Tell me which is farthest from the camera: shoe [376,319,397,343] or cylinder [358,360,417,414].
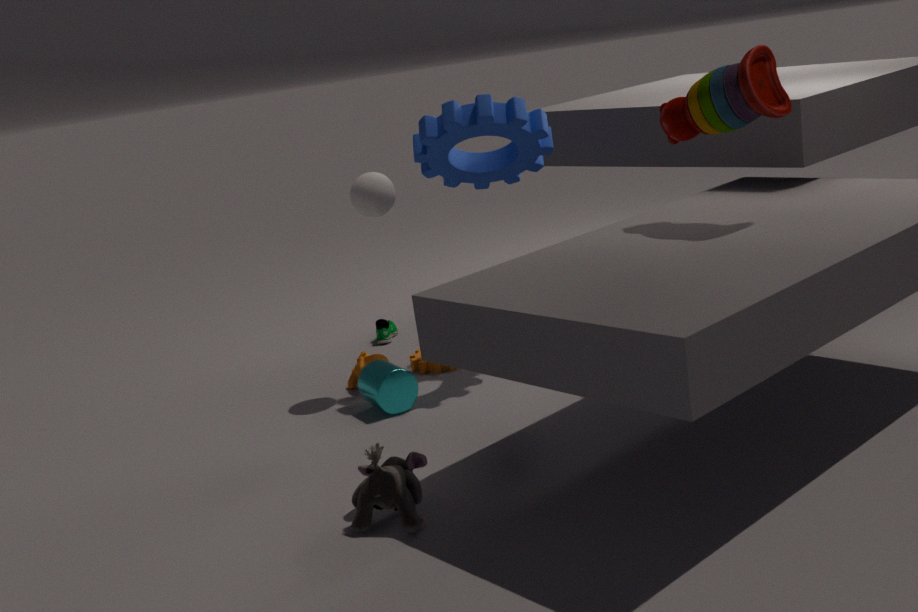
shoe [376,319,397,343]
